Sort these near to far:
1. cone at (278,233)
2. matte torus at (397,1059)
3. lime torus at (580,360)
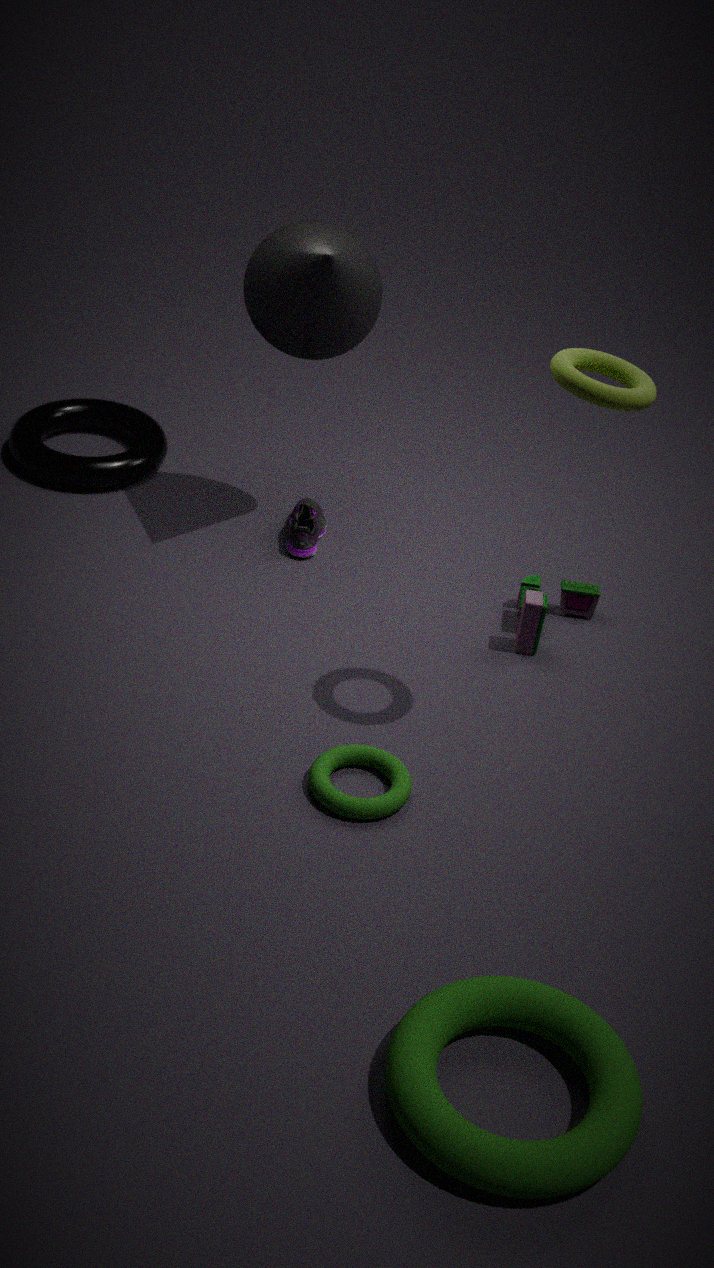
1. matte torus at (397,1059)
2. lime torus at (580,360)
3. cone at (278,233)
